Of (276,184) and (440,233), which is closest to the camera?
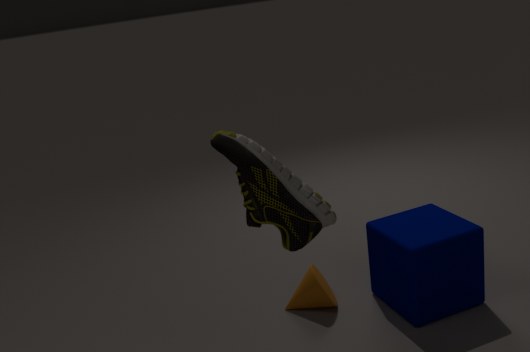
(276,184)
